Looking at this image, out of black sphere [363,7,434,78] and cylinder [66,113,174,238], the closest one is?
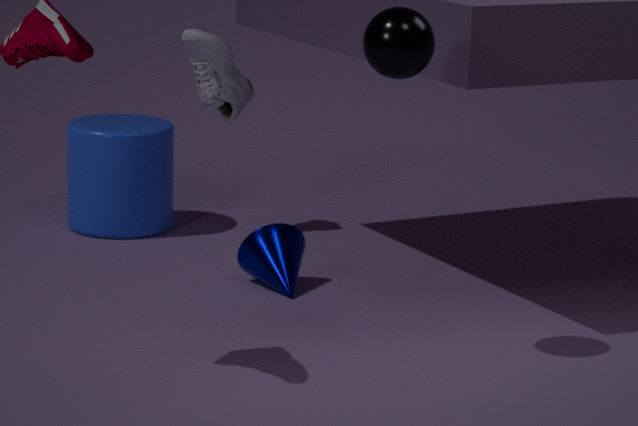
black sphere [363,7,434,78]
